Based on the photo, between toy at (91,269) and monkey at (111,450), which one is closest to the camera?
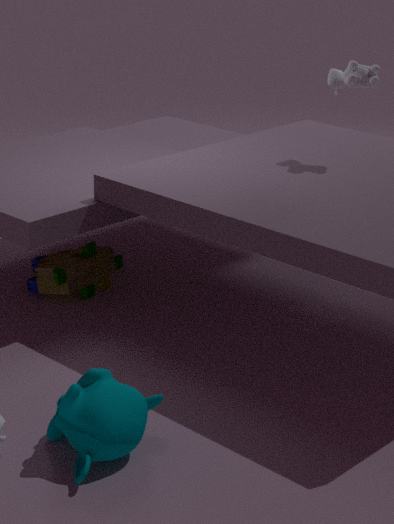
monkey at (111,450)
